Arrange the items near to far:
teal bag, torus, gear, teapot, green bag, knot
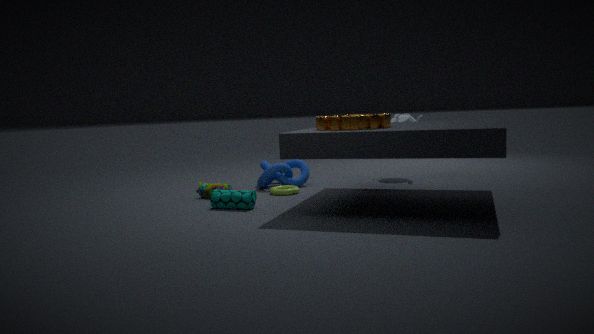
gear, teal bag, green bag, torus, knot, teapot
